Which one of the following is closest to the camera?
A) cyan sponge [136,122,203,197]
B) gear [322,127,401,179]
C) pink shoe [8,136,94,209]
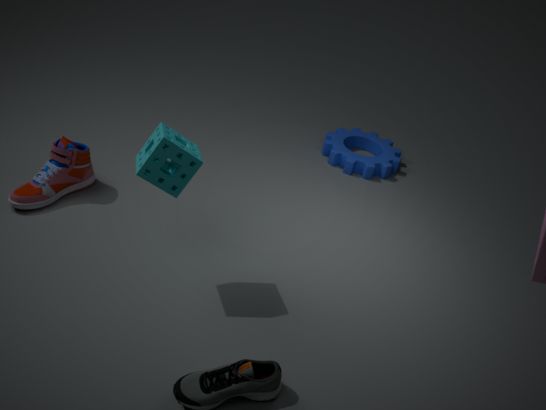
cyan sponge [136,122,203,197]
